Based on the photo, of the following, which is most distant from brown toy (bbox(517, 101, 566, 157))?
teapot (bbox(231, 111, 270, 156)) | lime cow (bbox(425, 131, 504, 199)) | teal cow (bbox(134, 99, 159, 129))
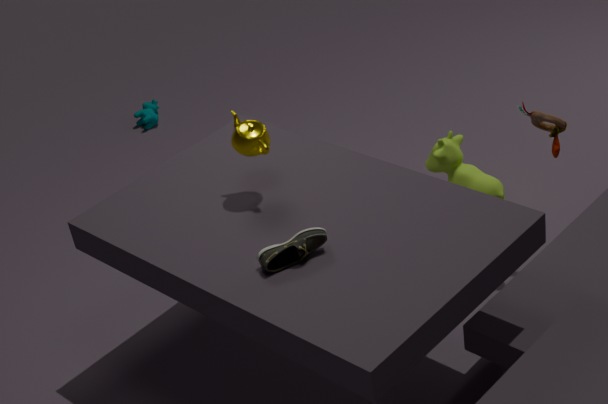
teal cow (bbox(134, 99, 159, 129))
